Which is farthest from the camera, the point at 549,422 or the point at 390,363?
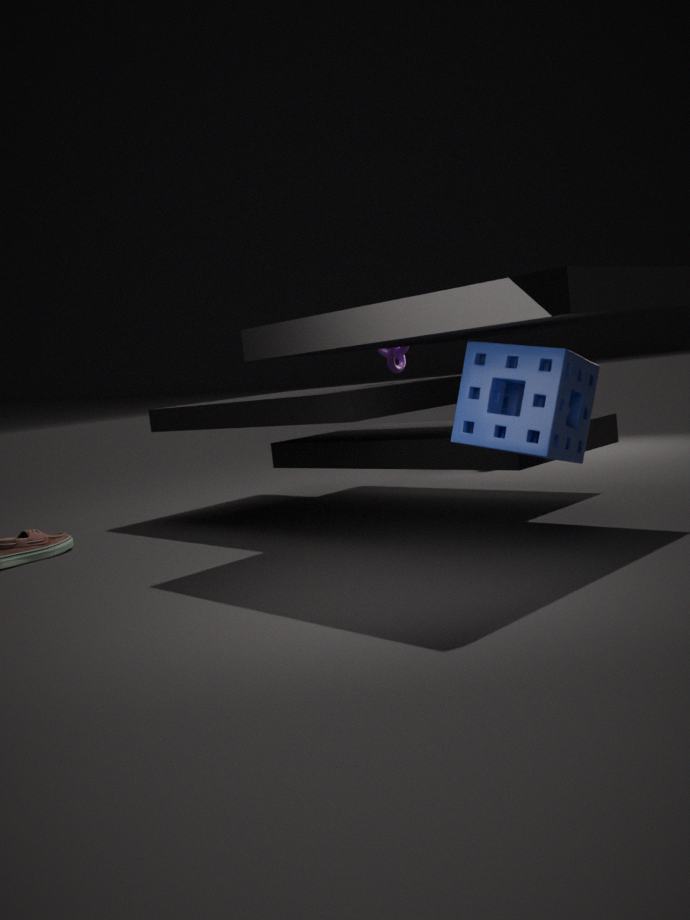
the point at 390,363
